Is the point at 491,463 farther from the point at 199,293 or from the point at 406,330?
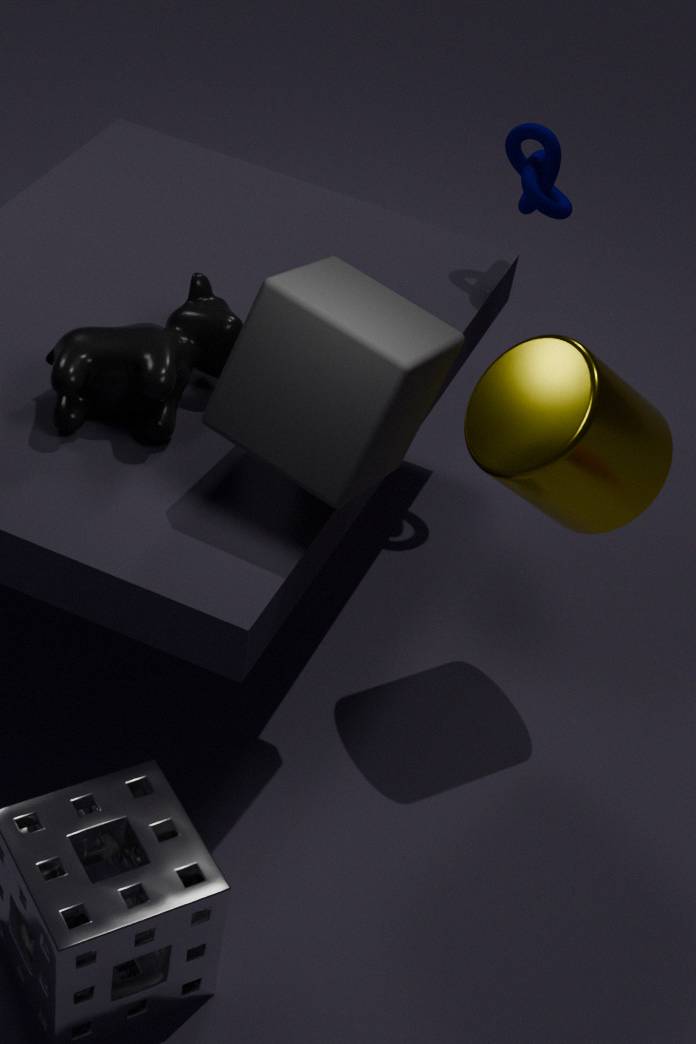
the point at 199,293
